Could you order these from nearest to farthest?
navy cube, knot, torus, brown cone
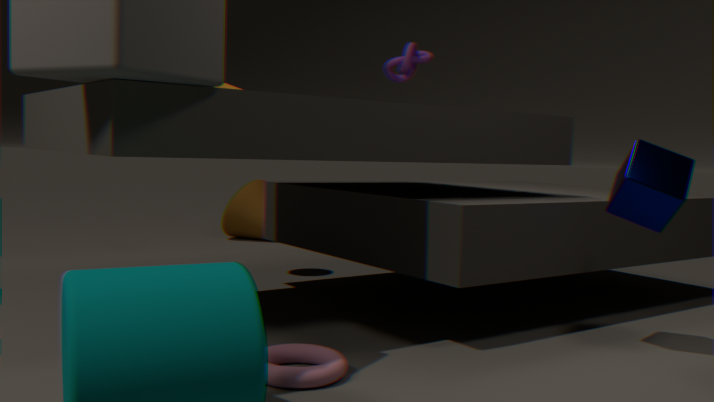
torus
navy cube
knot
brown cone
